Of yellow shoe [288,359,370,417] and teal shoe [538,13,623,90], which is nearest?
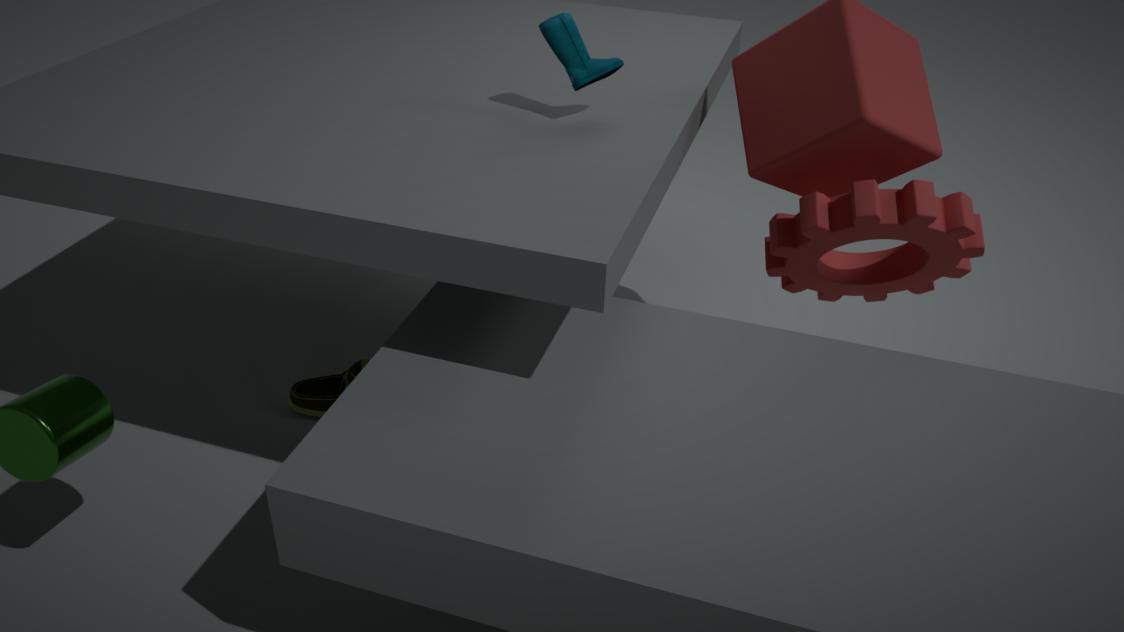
teal shoe [538,13,623,90]
